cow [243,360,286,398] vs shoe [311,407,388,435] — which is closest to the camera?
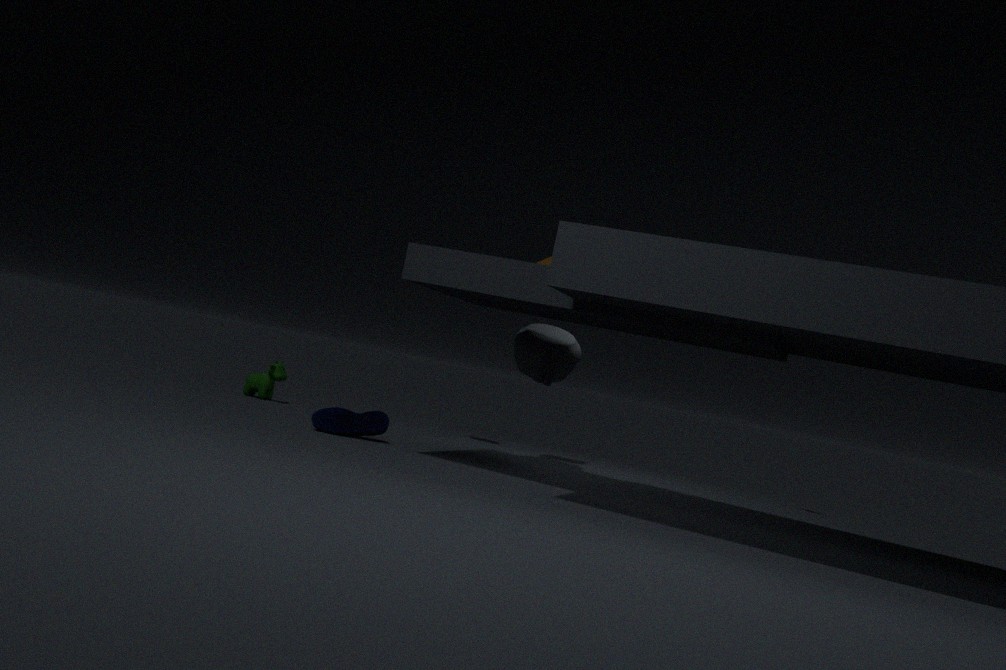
shoe [311,407,388,435]
